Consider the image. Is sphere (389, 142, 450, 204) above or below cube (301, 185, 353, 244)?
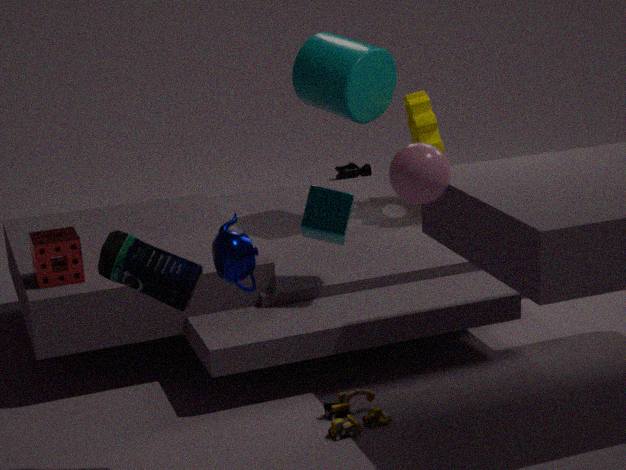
above
